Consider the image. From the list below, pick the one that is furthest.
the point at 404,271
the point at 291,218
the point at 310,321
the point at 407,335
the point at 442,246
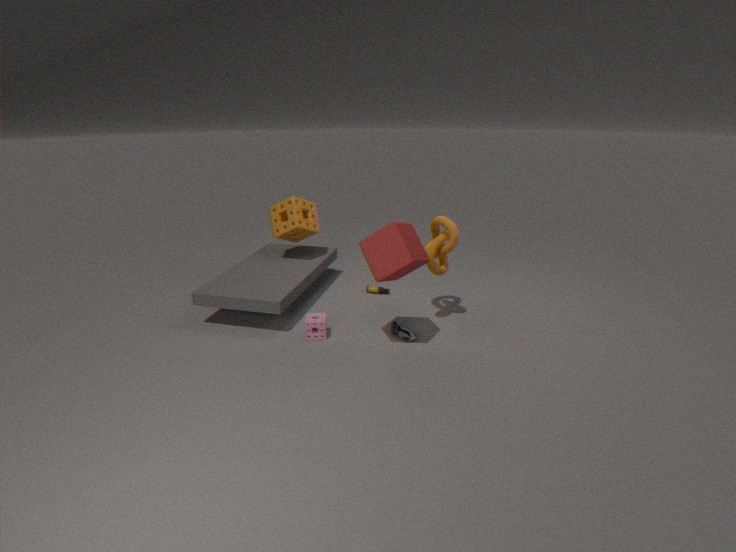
the point at 291,218
